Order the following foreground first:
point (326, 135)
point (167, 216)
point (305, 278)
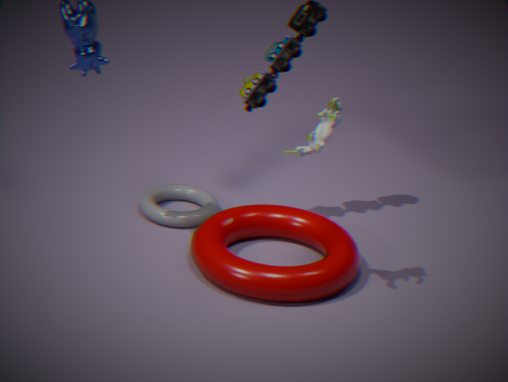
1. point (326, 135)
2. point (305, 278)
3. point (167, 216)
